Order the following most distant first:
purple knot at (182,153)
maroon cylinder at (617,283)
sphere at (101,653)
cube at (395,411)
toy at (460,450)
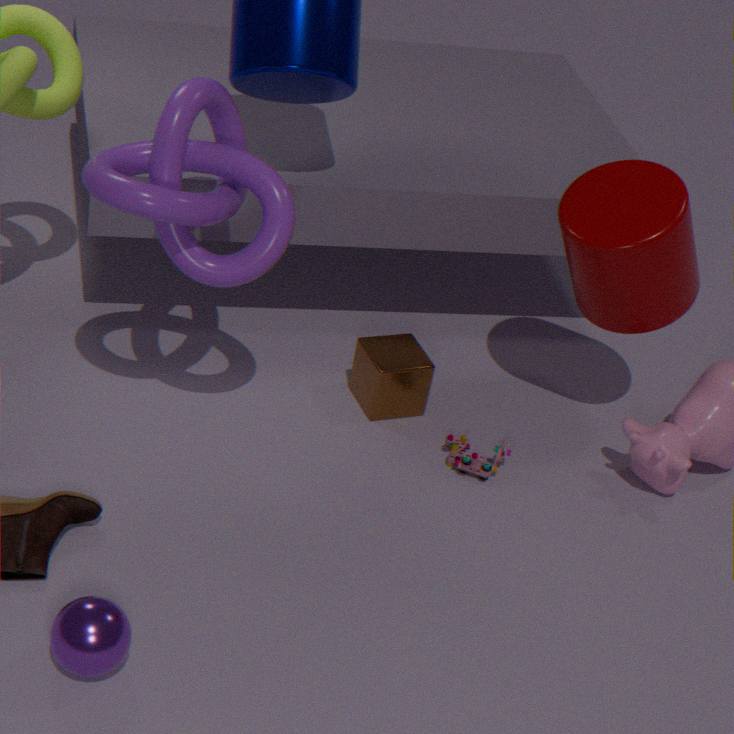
1. cube at (395,411)
2. toy at (460,450)
3. maroon cylinder at (617,283)
4. purple knot at (182,153)
5. sphere at (101,653)
